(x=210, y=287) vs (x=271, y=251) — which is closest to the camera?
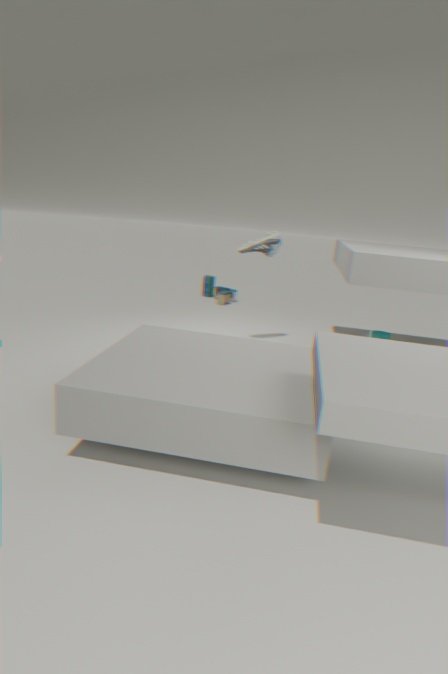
(x=271, y=251)
